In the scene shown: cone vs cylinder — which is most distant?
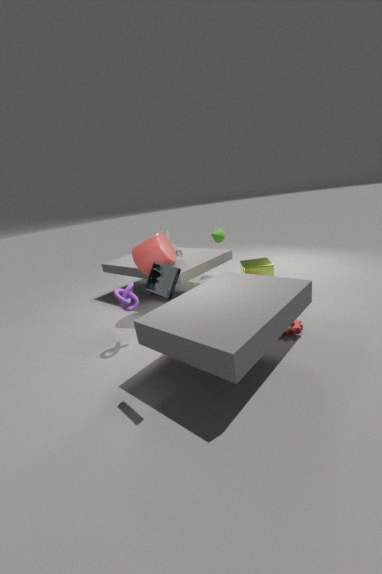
cone
